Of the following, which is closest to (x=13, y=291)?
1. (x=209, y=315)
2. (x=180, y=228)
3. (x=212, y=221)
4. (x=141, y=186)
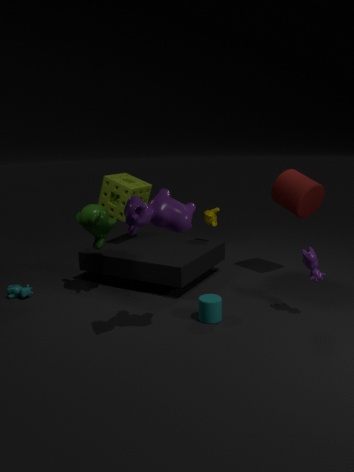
(x=141, y=186)
